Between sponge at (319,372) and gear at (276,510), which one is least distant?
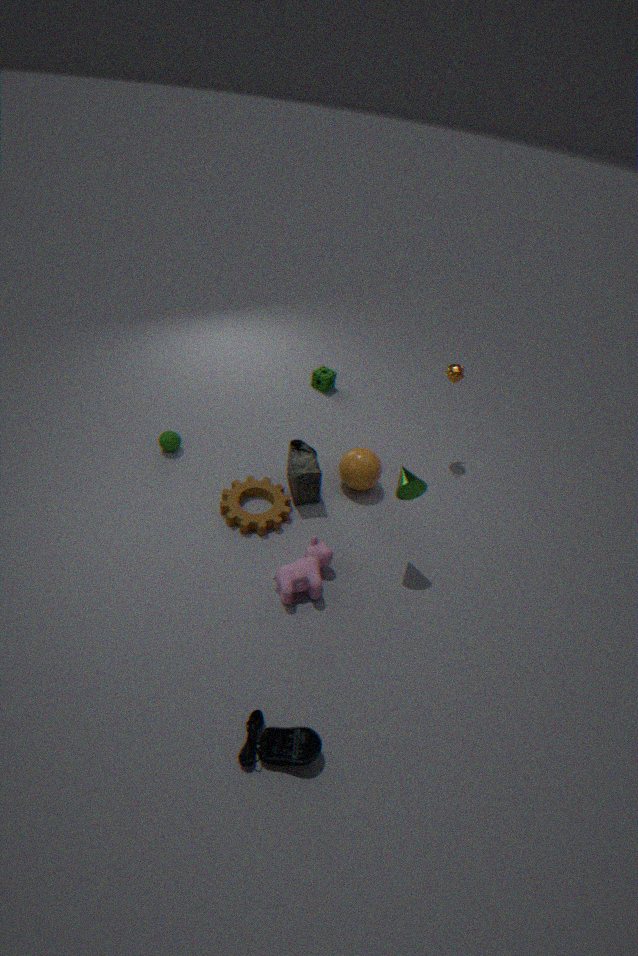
gear at (276,510)
